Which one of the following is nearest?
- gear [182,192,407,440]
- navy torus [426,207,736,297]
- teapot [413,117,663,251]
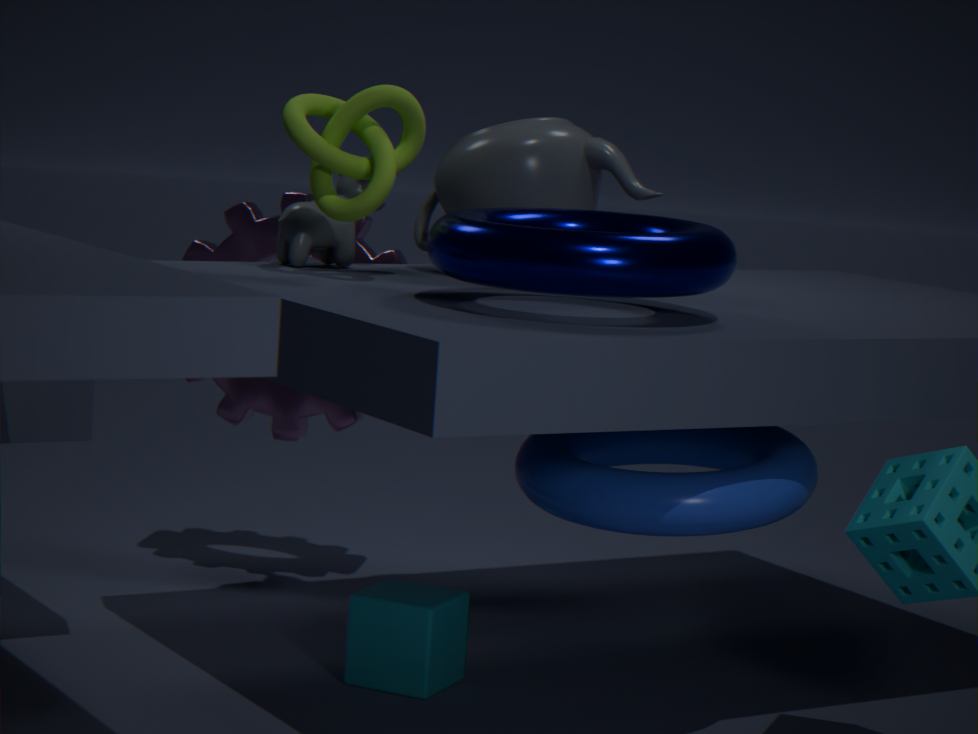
navy torus [426,207,736,297]
